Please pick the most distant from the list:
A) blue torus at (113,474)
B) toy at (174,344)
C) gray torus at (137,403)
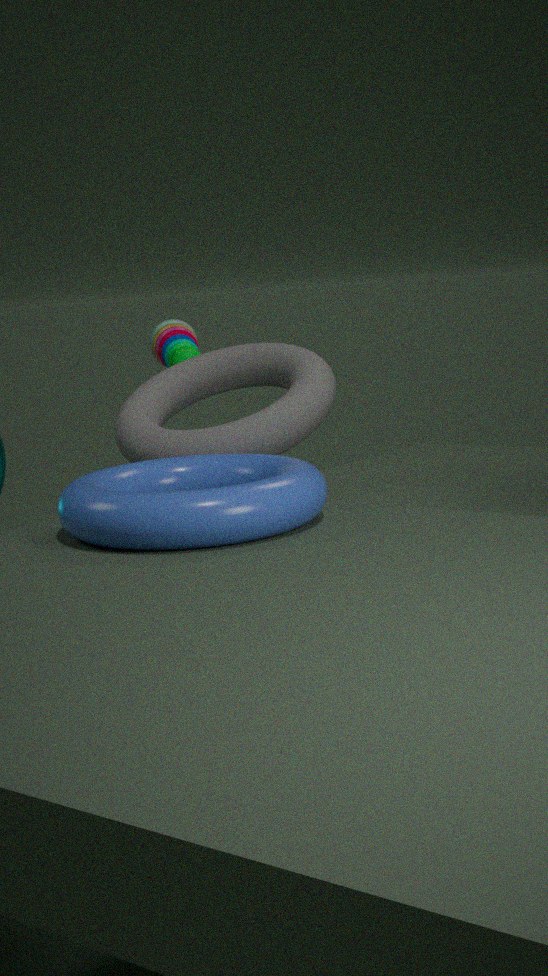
toy at (174,344)
